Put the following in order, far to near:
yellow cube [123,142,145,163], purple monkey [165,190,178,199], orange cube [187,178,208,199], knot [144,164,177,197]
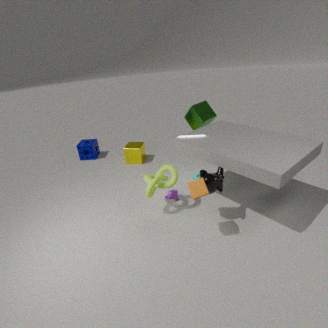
yellow cube [123,142,145,163], purple monkey [165,190,178,199], knot [144,164,177,197], orange cube [187,178,208,199]
